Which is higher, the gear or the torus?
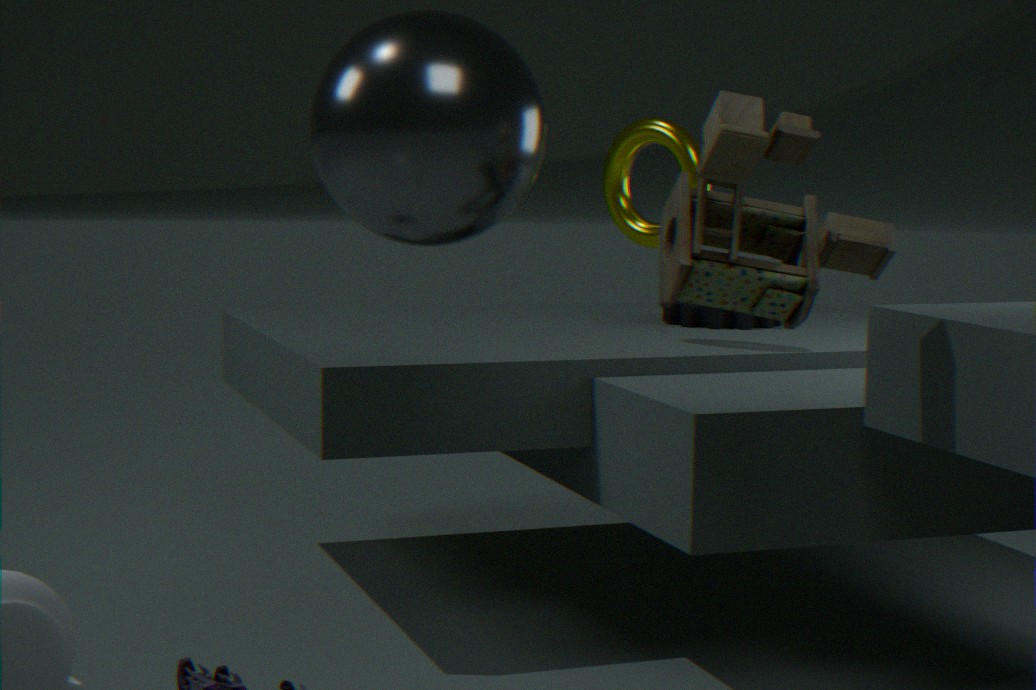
the torus
